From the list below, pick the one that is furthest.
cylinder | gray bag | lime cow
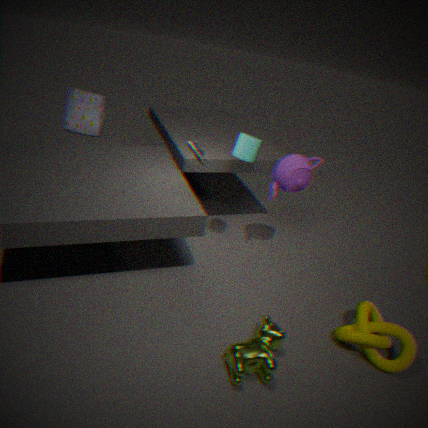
gray bag
